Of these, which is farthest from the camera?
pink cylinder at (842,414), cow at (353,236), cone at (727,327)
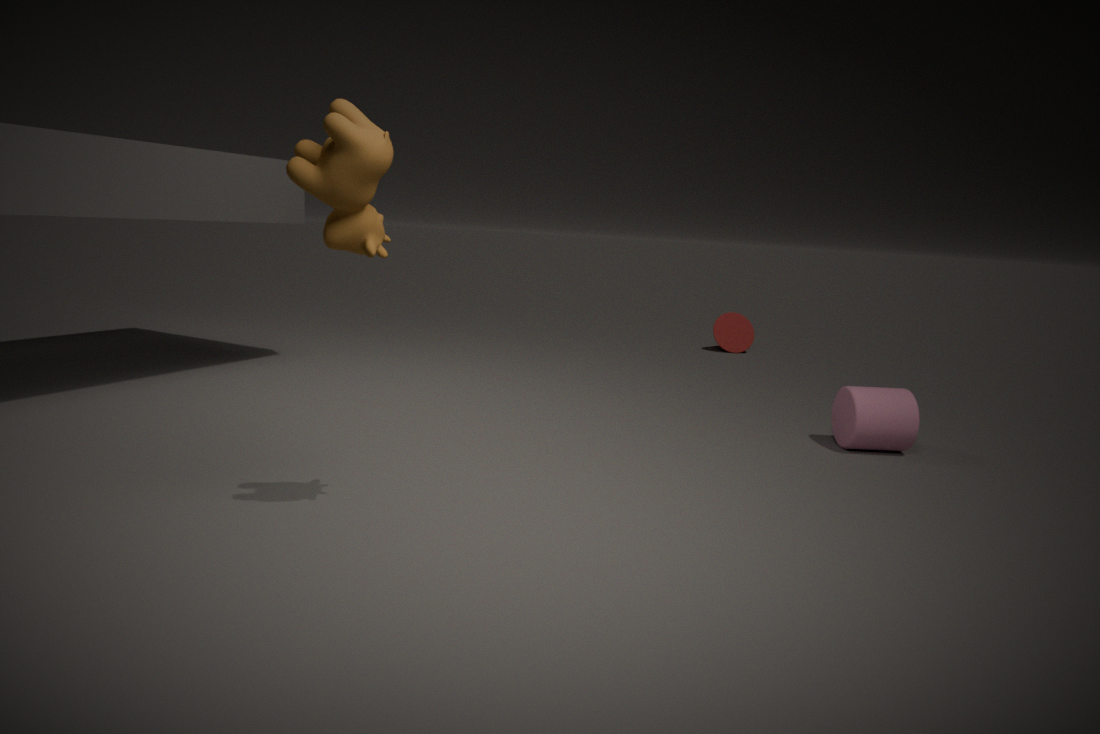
cone at (727,327)
